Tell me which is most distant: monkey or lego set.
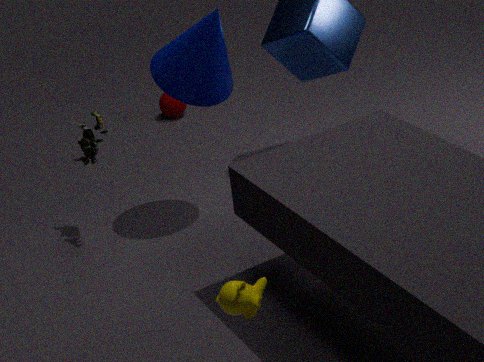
lego set
